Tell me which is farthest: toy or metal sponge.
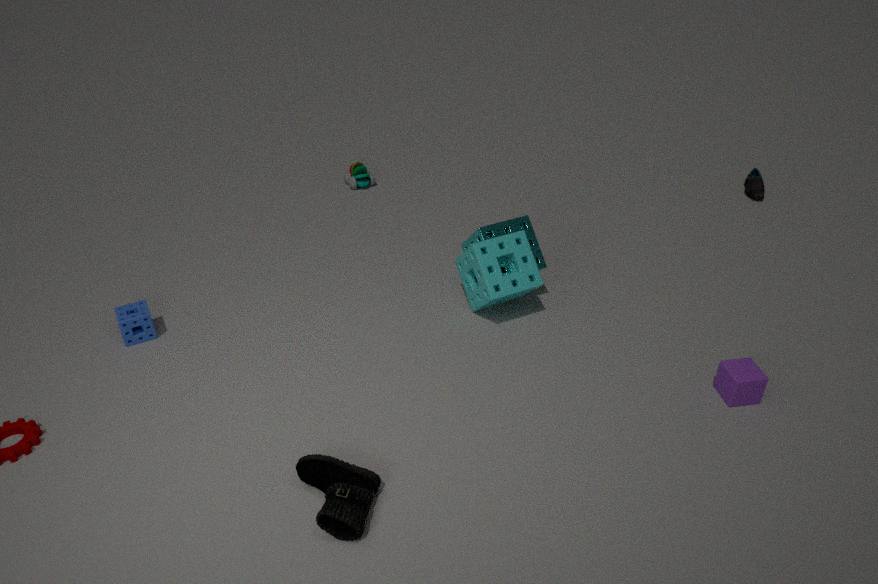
toy
